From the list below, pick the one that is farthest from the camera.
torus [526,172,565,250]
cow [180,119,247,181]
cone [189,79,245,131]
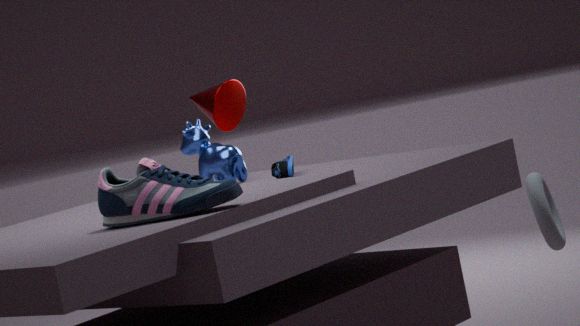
cone [189,79,245,131]
